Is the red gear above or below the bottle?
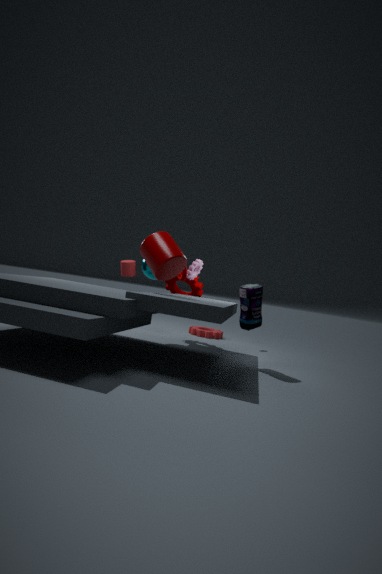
below
